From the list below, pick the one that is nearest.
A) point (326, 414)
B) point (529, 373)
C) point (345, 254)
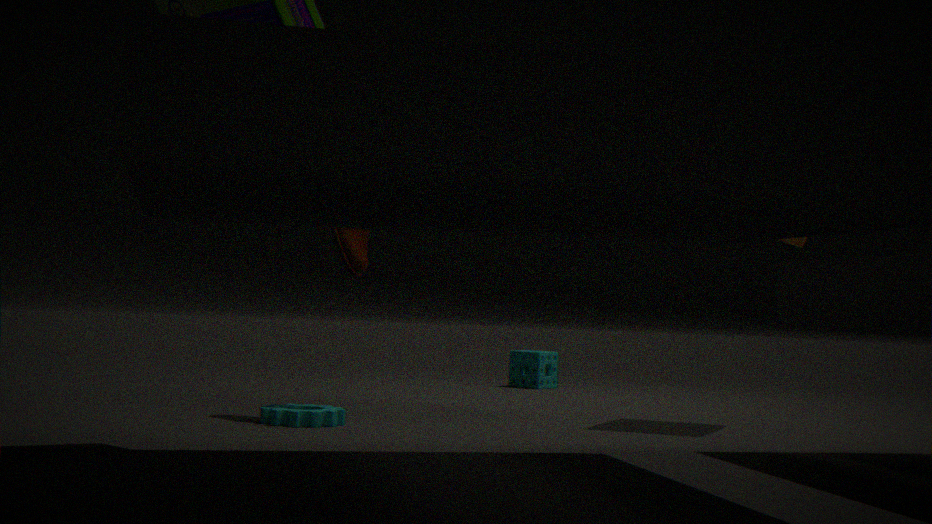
A. point (326, 414)
